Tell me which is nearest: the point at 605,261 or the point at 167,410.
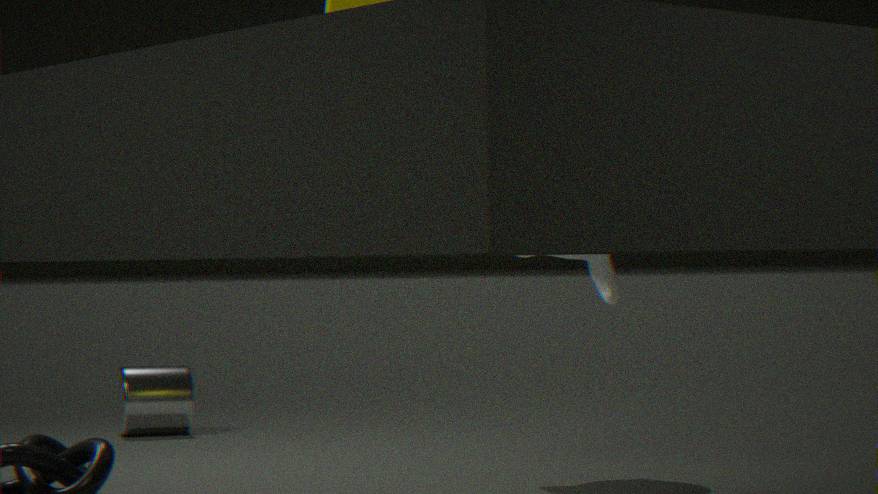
the point at 605,261
